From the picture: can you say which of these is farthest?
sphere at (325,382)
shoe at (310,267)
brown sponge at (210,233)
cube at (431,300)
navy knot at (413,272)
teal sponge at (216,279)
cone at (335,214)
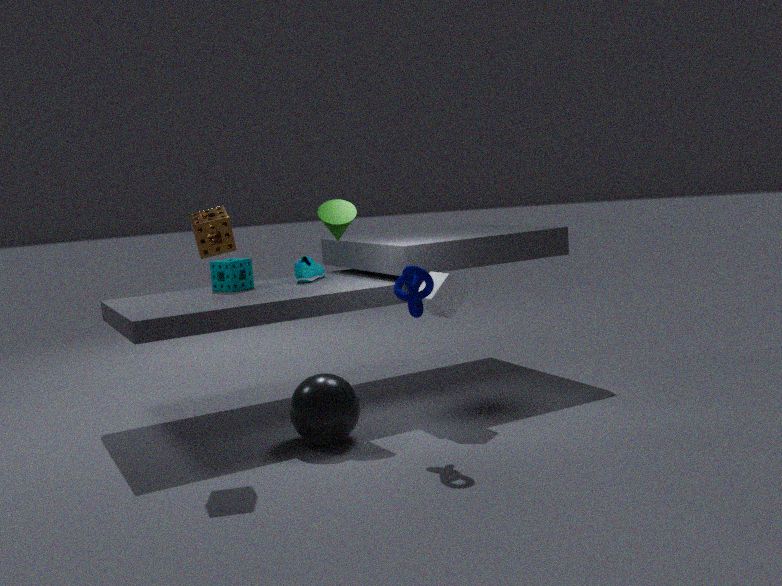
shoe at (310,267)
